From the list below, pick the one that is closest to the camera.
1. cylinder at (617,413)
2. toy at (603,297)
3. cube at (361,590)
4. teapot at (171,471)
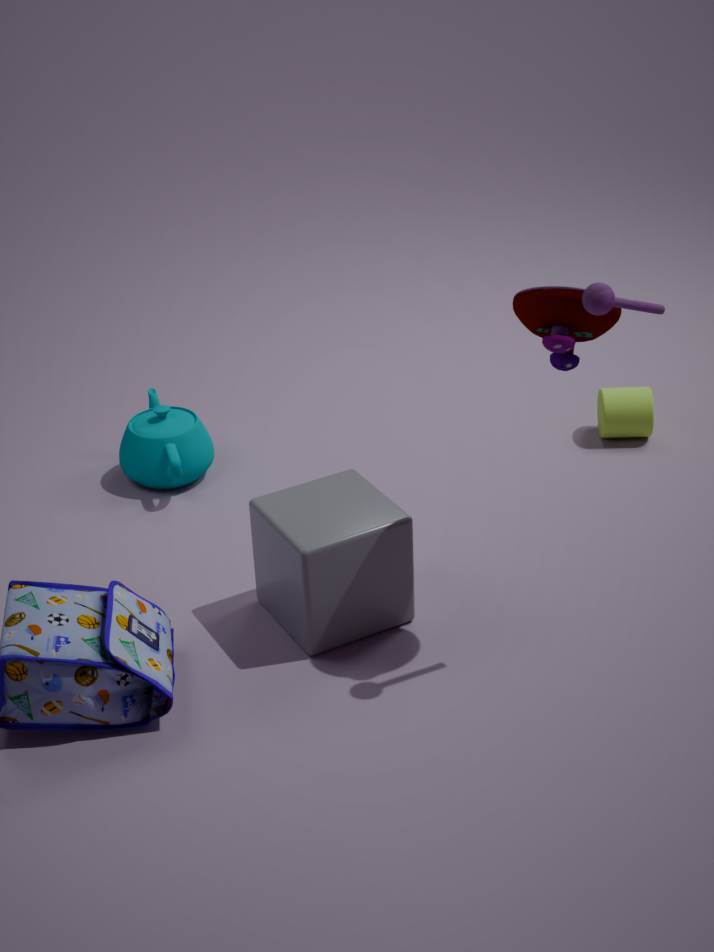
toy at (603,297)
